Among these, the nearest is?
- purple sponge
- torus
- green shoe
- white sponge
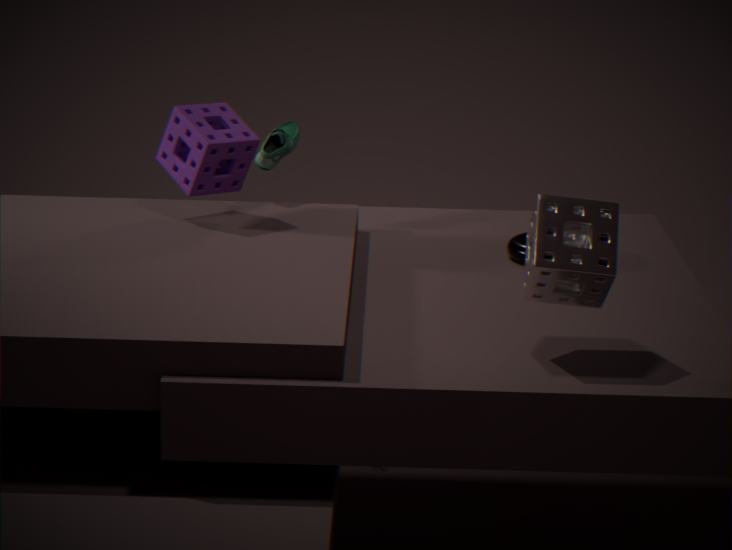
white sponge
